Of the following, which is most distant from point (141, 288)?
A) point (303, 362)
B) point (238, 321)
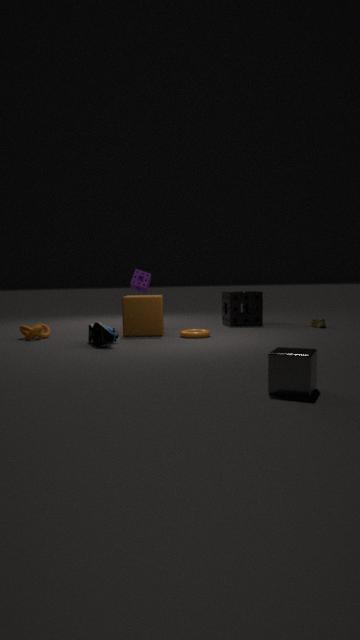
point (303, 362)
